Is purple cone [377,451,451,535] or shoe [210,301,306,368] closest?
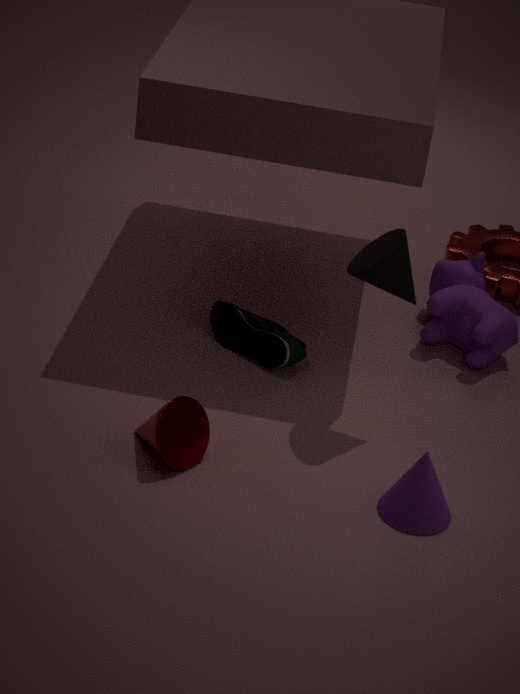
purple cone [377,451,451,535]
